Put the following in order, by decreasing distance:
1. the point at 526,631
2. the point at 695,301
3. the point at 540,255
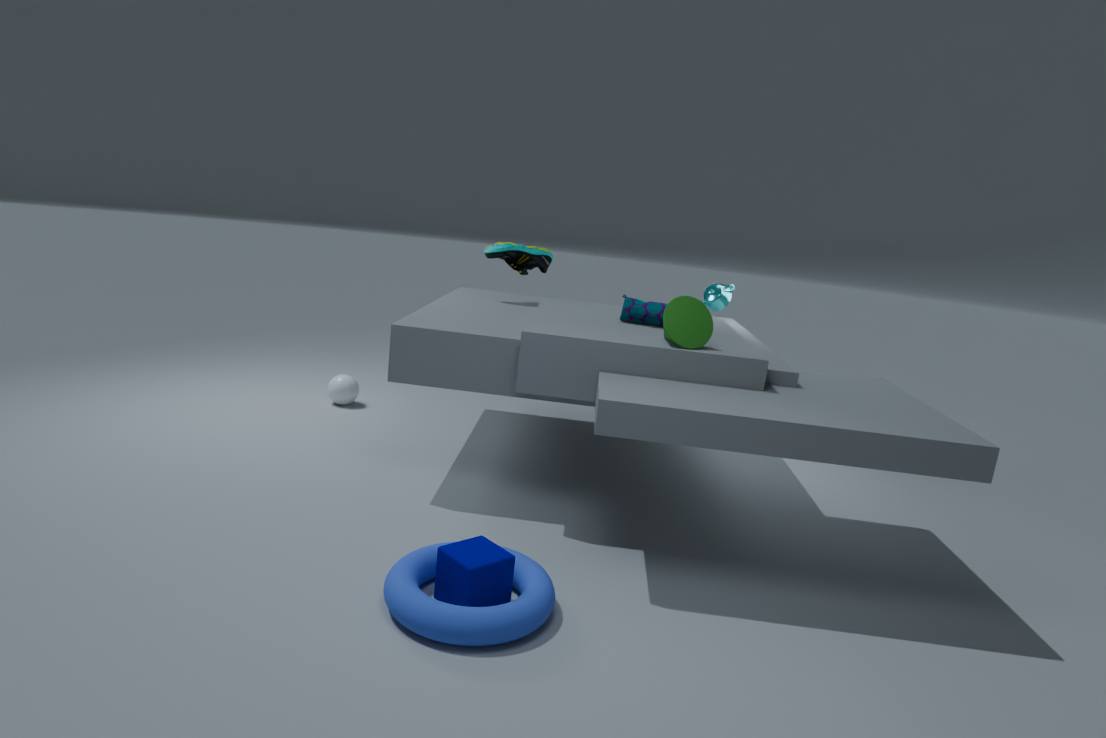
the point at 540,255 → the point at 695,301 → the point at 526,631
